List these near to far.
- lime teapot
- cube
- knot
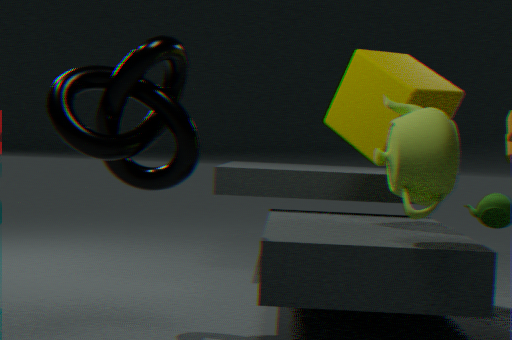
knot → lime teapot → cube
